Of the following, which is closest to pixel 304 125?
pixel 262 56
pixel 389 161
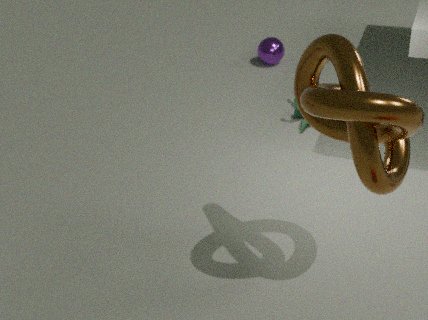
pixel 262 56
